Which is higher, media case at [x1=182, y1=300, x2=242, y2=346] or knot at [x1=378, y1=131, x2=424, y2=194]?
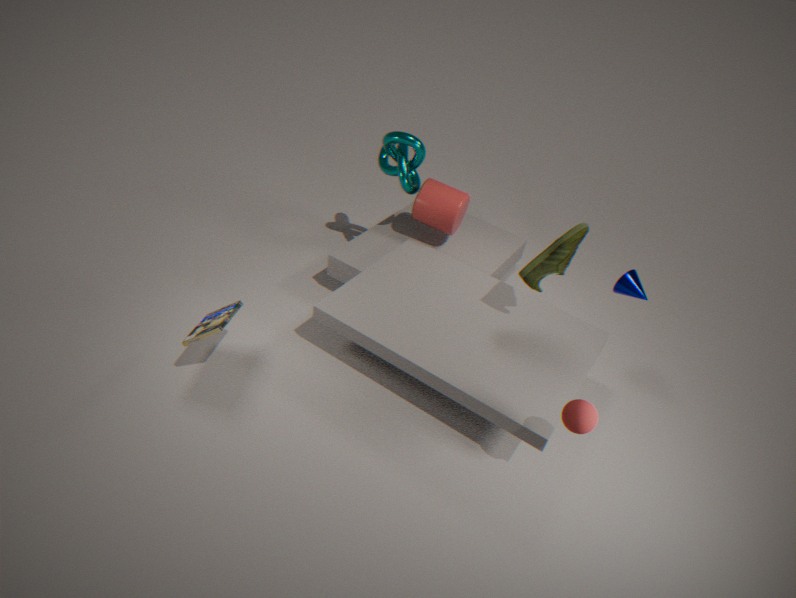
knot at [x1=378, y1=131, x2=424, y2=194]
